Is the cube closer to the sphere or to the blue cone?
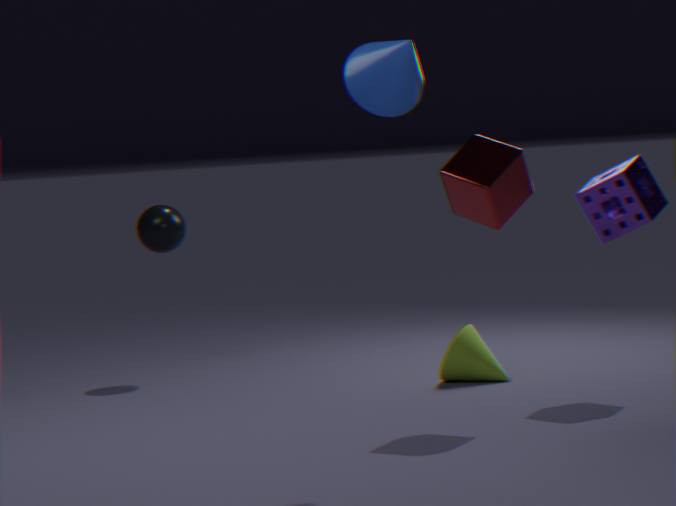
the blue cone
